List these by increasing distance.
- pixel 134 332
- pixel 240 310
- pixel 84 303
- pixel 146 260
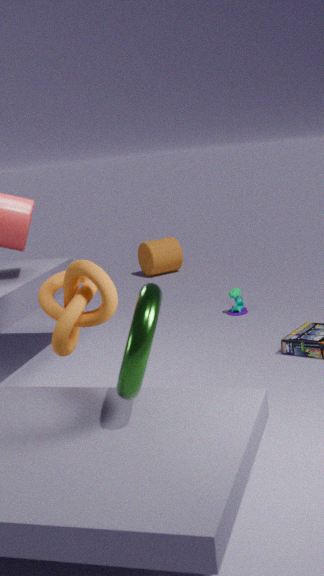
pixel 134 332 < pixel 84 303 < pixel 240 310 < pixel 146 260
